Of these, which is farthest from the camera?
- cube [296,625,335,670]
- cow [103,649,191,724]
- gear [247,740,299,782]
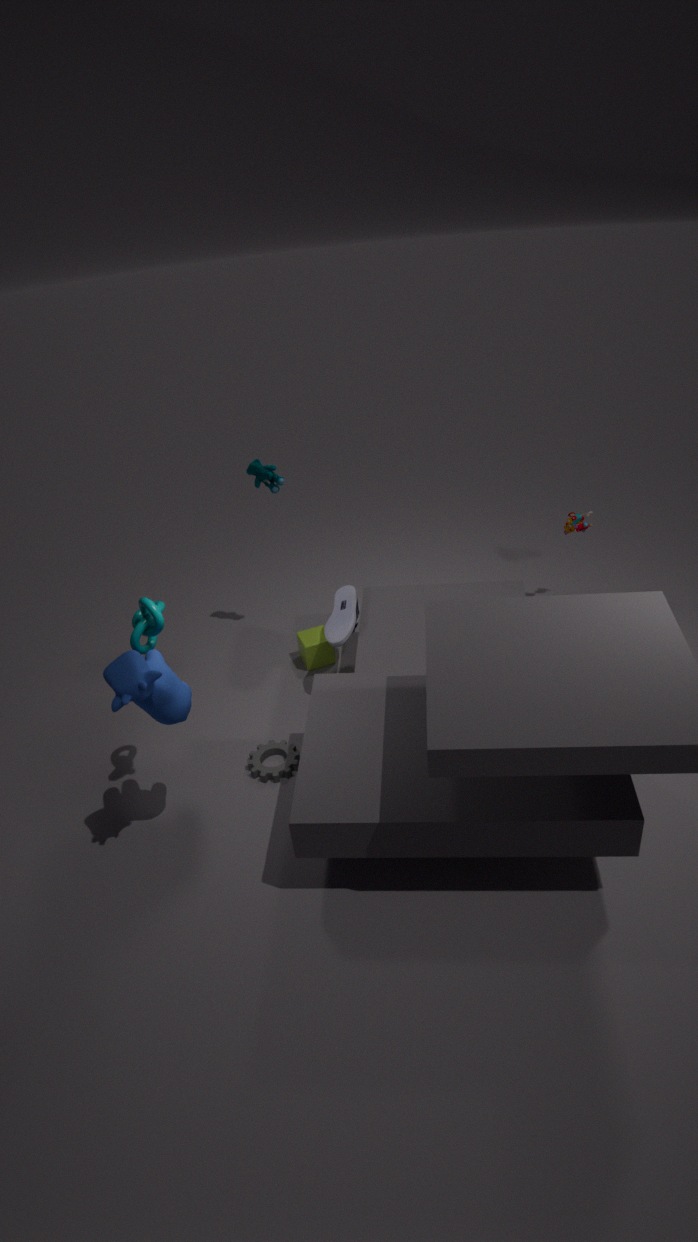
cube [296,625,335,670]
